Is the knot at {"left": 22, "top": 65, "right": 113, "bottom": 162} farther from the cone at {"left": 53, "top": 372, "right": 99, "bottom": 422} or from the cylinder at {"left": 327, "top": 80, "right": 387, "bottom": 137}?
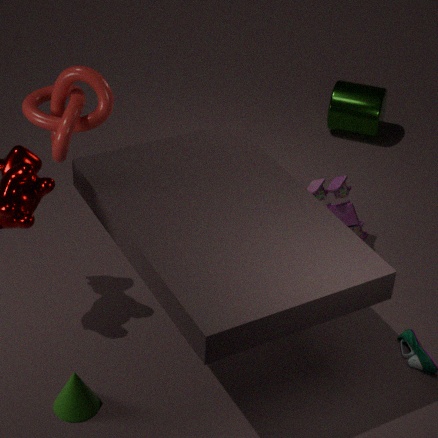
the cylinder at {"left": 327, "top": 80, "right": 387, "bottom": 137}
